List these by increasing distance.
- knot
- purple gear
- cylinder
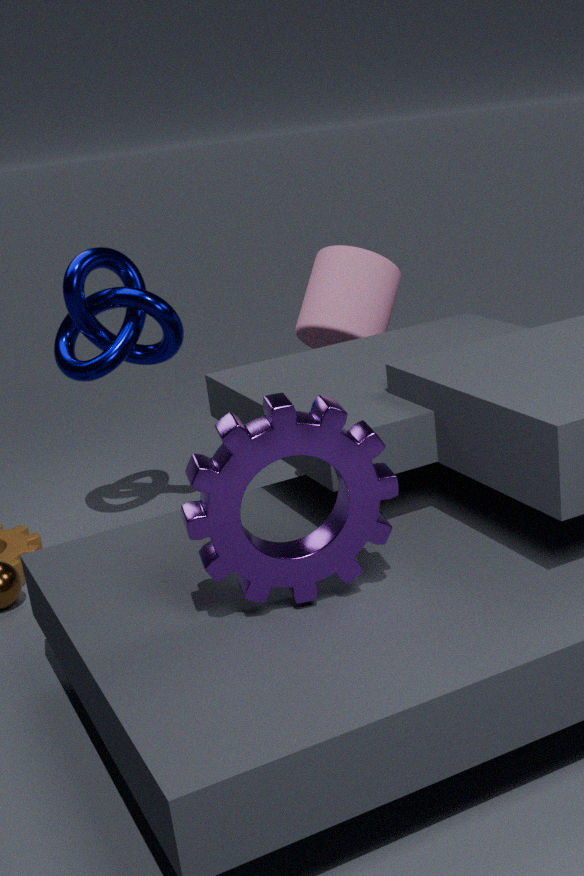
1. purple gear
2. knot
3. cylinder
